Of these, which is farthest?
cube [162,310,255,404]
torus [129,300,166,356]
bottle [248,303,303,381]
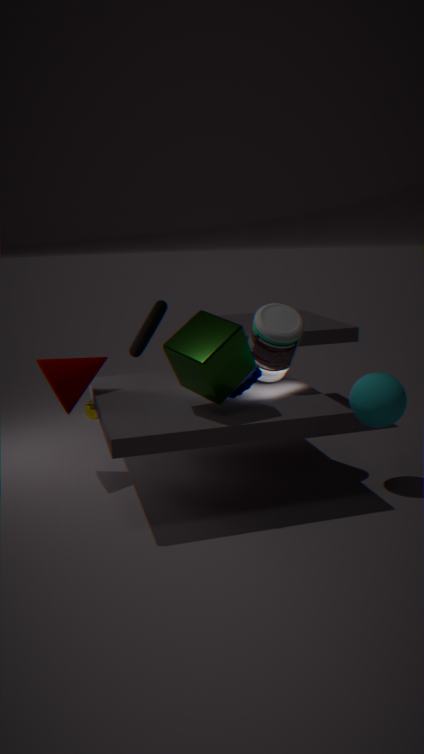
torus [129,300,166,356]
